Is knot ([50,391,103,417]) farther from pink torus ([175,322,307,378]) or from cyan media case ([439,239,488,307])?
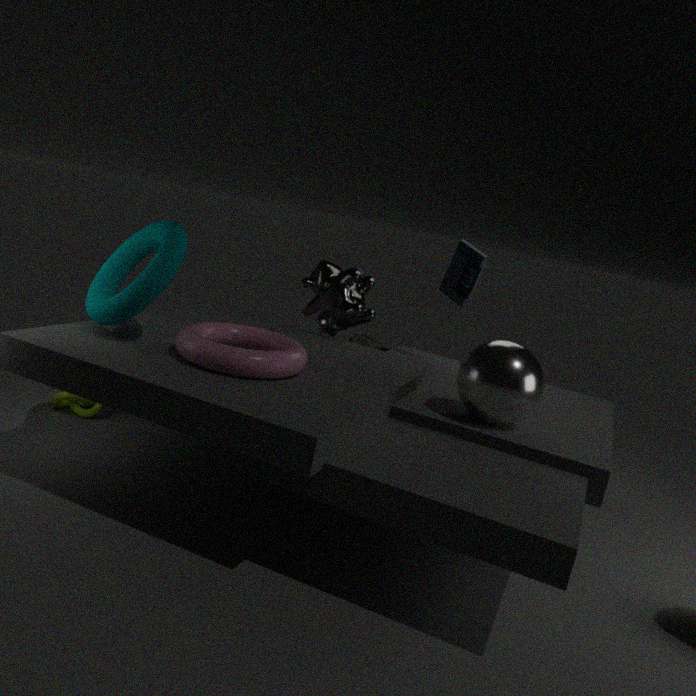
cyan media case ([439,239,488,307])
